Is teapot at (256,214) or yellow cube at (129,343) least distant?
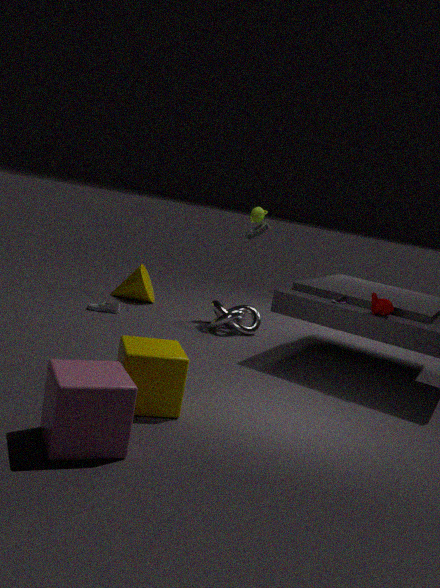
yellow cube at (129,343)
